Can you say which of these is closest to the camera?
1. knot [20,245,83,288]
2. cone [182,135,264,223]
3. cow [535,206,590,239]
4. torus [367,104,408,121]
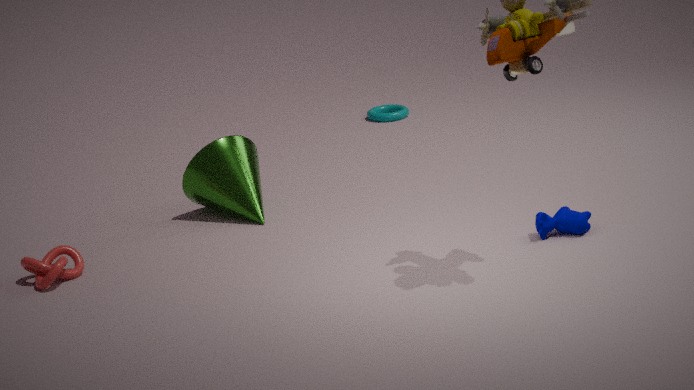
knot [20,245,83,288]
